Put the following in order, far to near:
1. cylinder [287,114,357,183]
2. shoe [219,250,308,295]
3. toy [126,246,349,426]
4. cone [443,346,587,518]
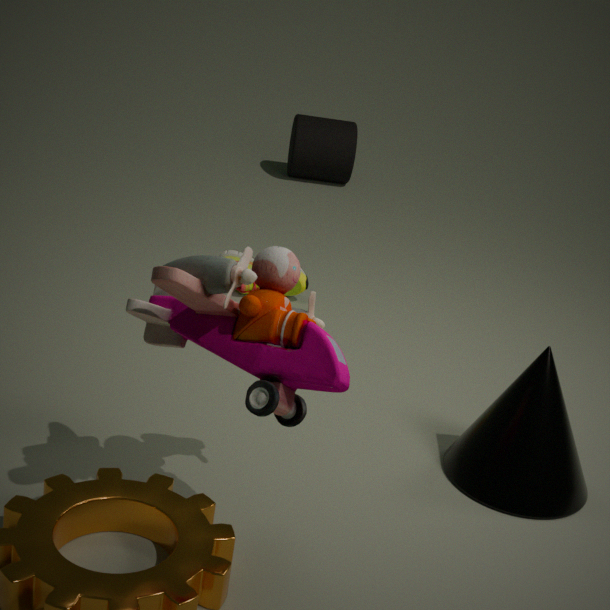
cylinder [287,114,357,183] → shoe [219,250,308,295] → cone [443,346,587,518] → toy [126,246,349,426]
